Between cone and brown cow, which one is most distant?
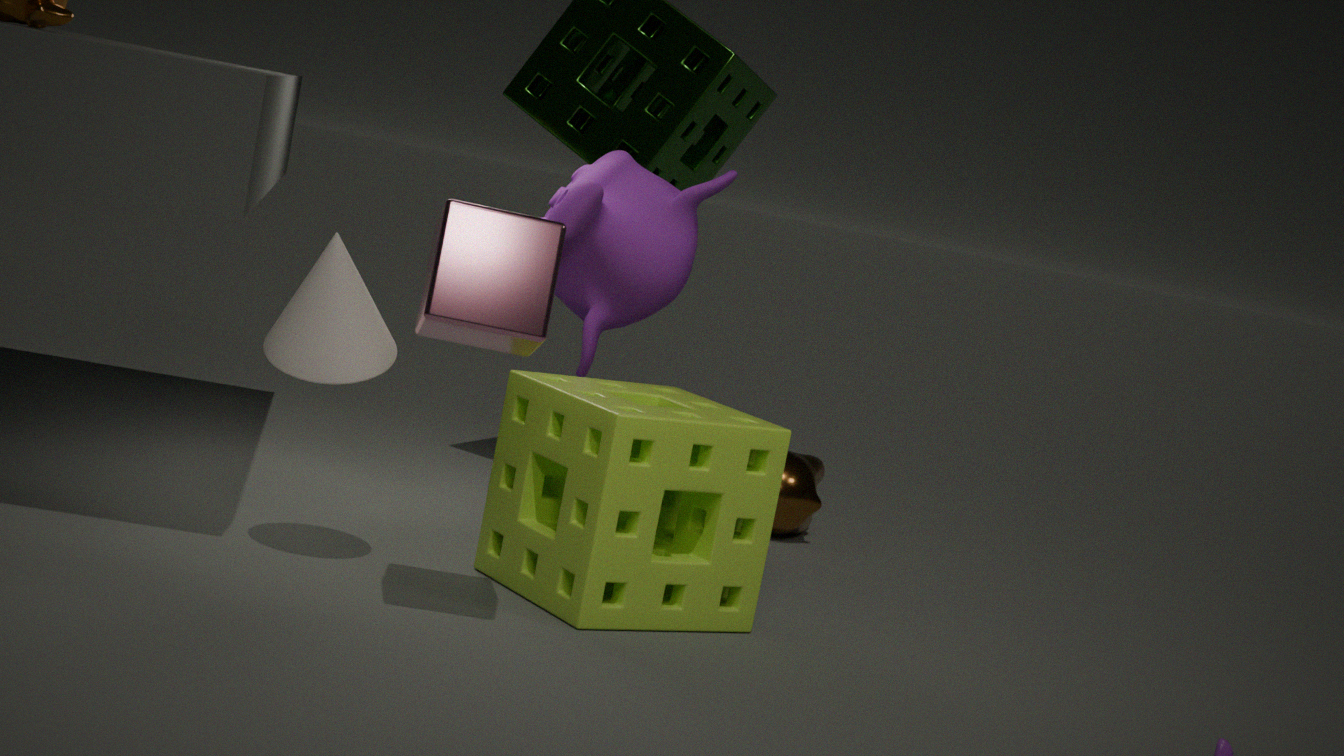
brown cow
